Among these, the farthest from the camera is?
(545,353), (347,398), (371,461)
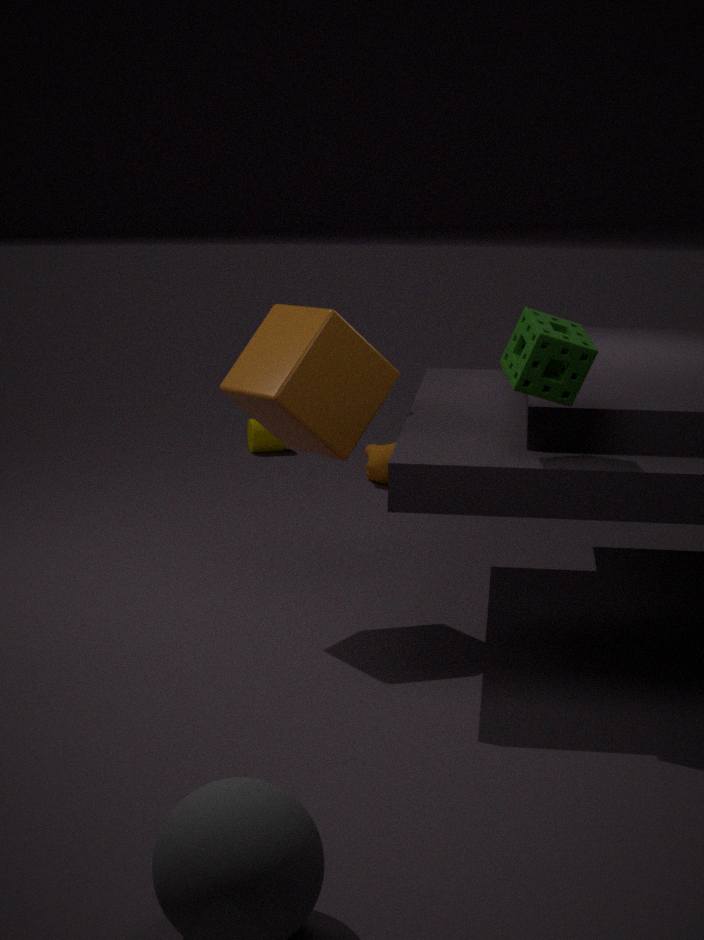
(371,461)
